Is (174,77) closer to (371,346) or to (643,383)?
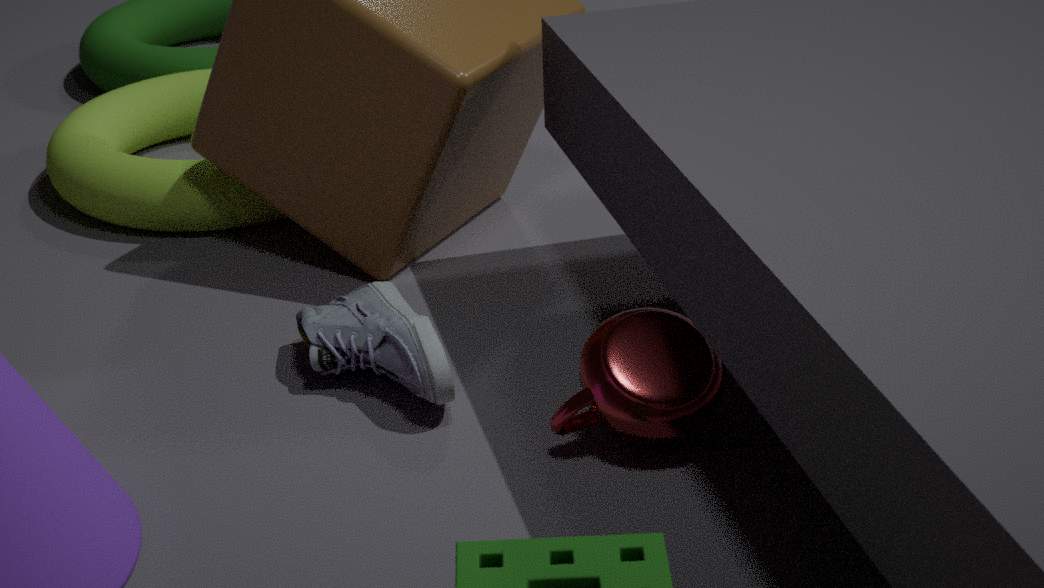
(371,346)
